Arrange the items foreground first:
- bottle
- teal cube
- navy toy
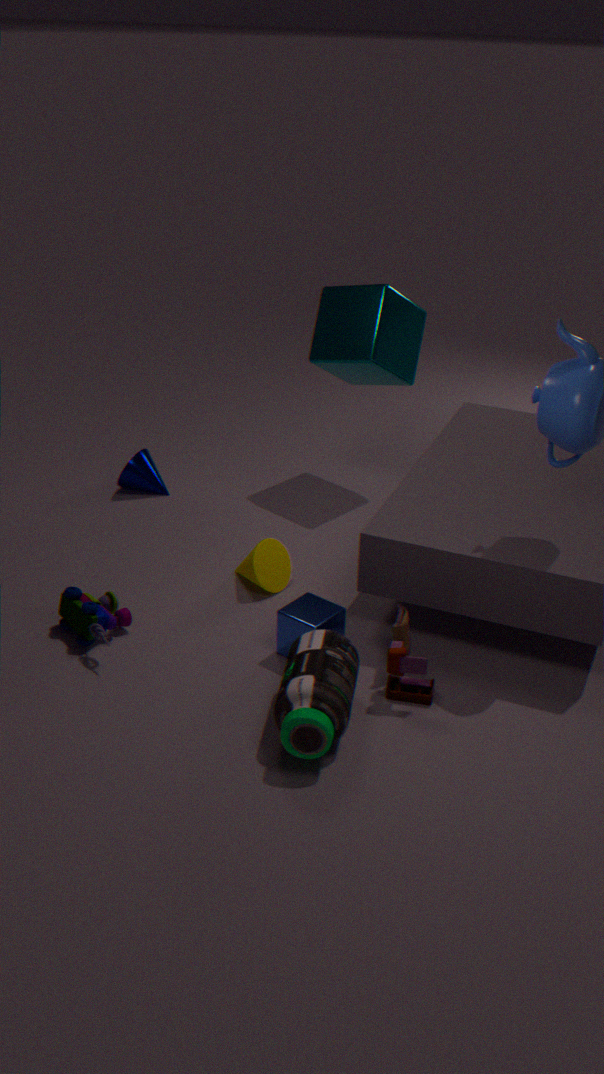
1. bottle
2. navy toy
3. teal cube
